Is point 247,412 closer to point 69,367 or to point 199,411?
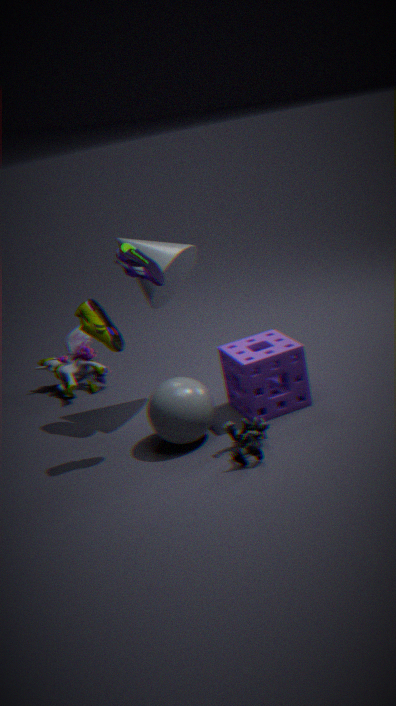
point 199,411
